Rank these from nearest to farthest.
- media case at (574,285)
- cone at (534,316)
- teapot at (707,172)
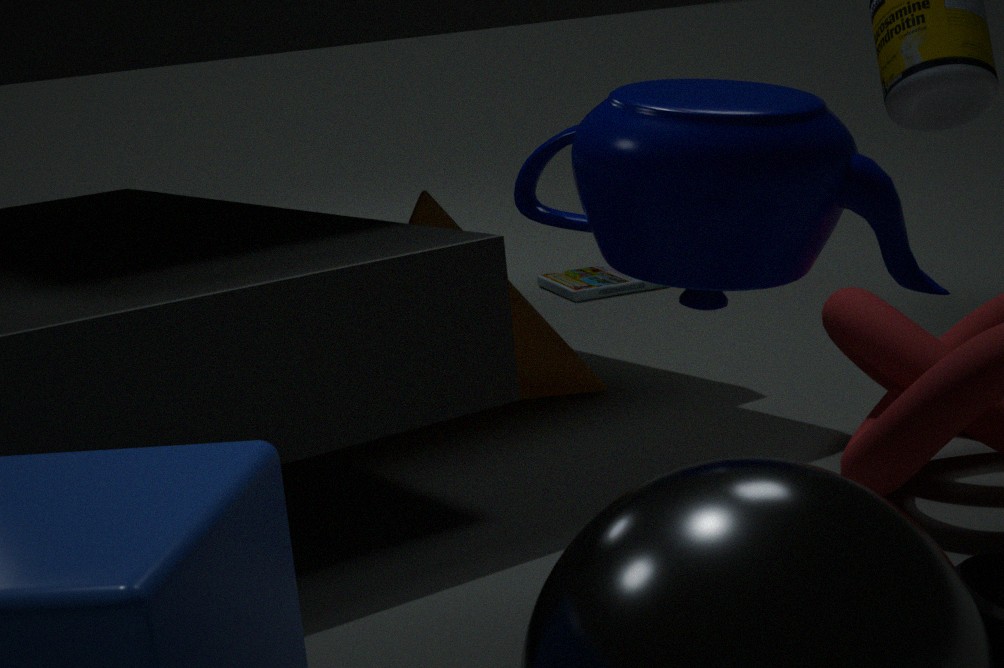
teapot at (707,172) < cone at (534,316) < media case at (574,285)
